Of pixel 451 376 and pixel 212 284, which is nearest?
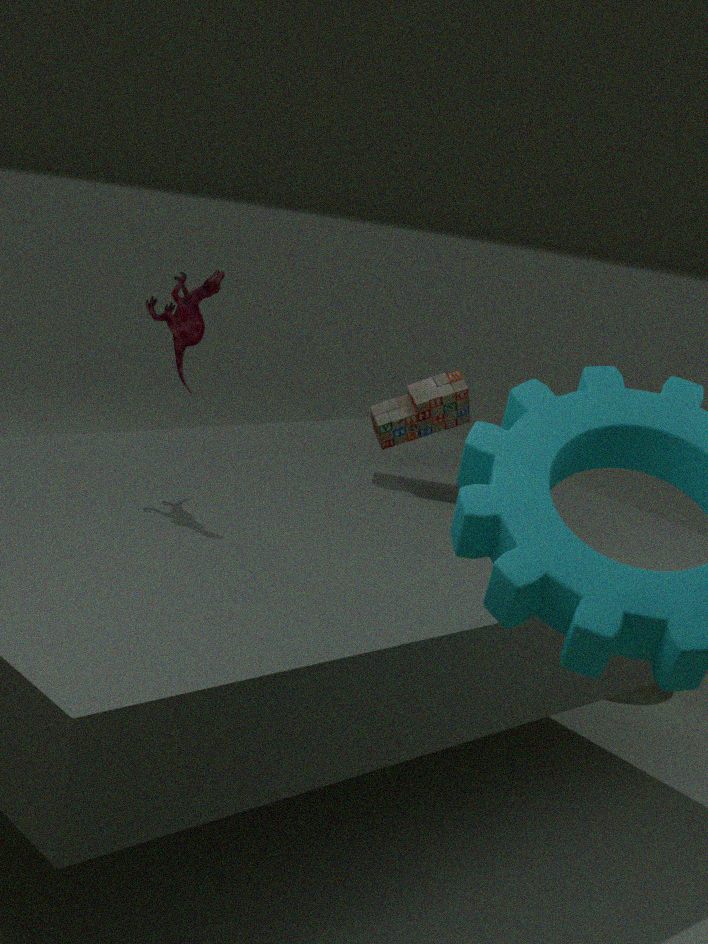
pixel 212 284
